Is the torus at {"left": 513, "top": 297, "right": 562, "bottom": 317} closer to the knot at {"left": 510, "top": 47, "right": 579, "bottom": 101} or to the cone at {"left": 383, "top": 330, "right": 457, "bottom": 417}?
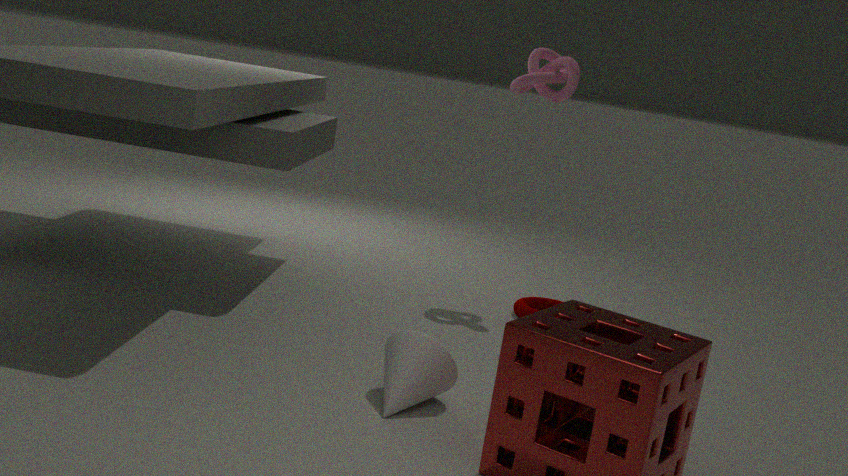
the knot at {"left": 510, "top": 47, "right": 579, "bottom": 101}
